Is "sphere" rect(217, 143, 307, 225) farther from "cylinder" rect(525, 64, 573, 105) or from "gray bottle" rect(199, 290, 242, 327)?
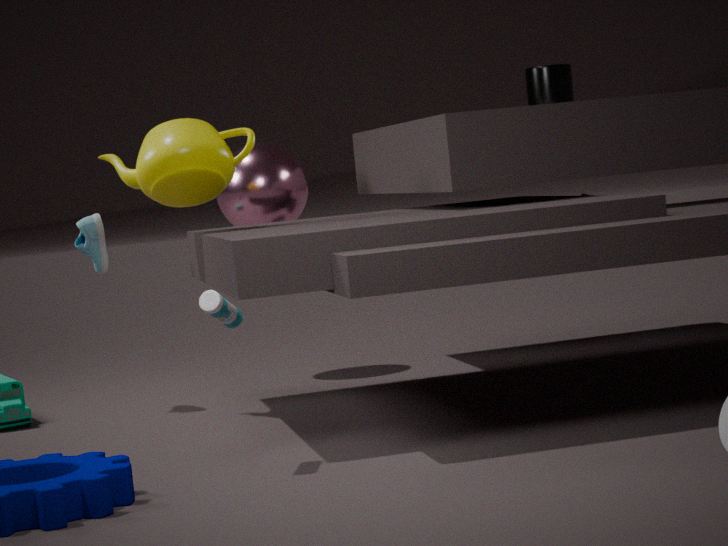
"gray bottle" rect(199, 290, 242, 327)
